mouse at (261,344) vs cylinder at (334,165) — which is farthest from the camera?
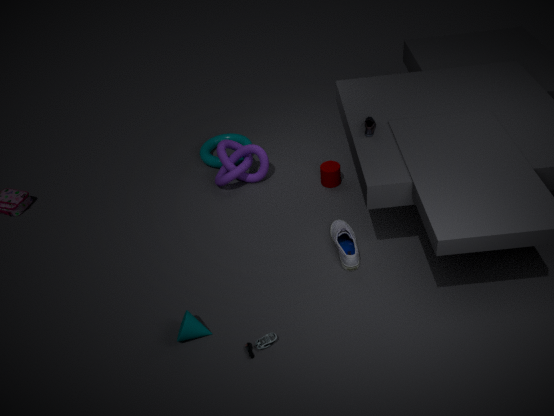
cylinder at (334,165)
